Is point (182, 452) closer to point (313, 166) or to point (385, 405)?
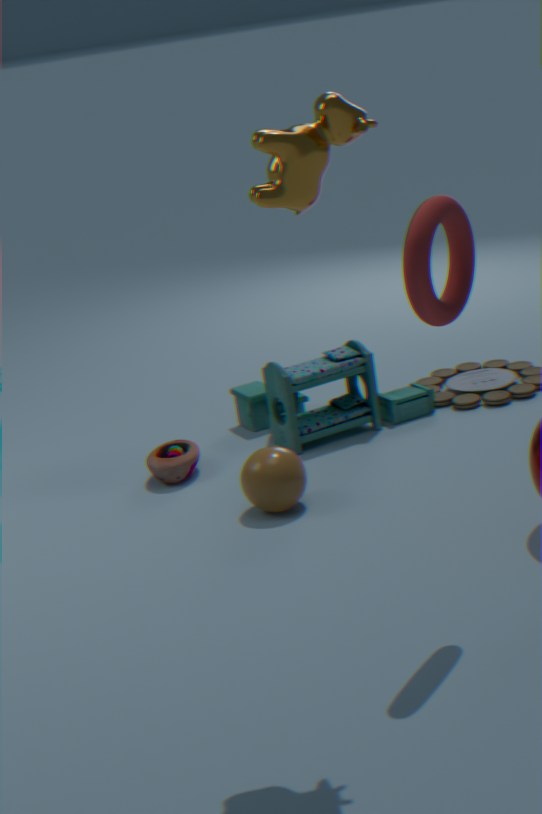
point (385, 405)
